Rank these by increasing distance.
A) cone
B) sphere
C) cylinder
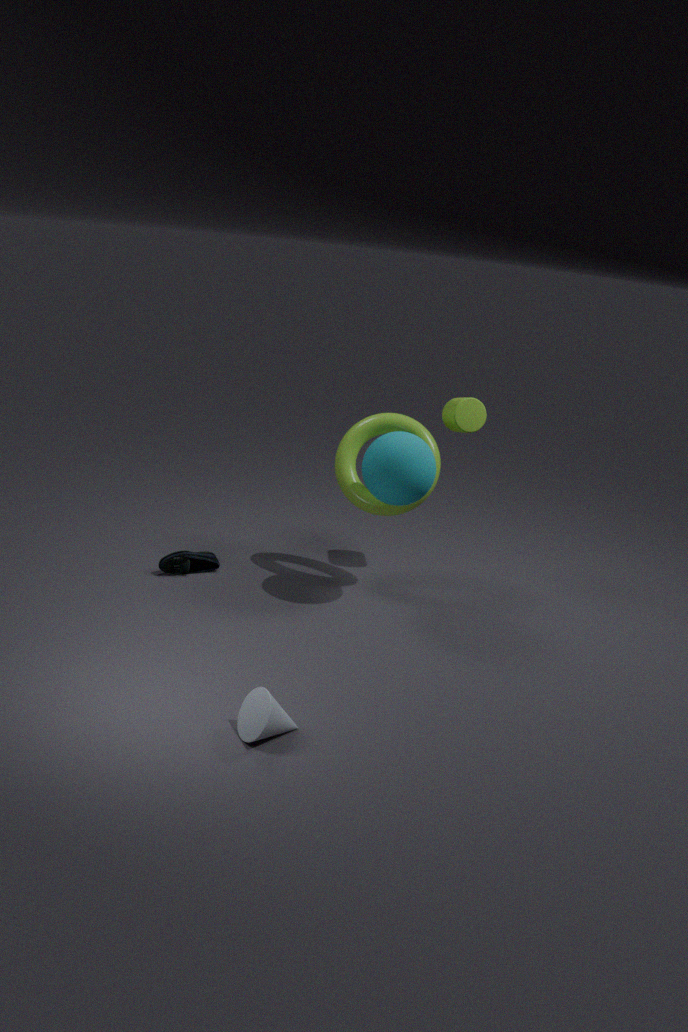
cone → sphere → cylinder
